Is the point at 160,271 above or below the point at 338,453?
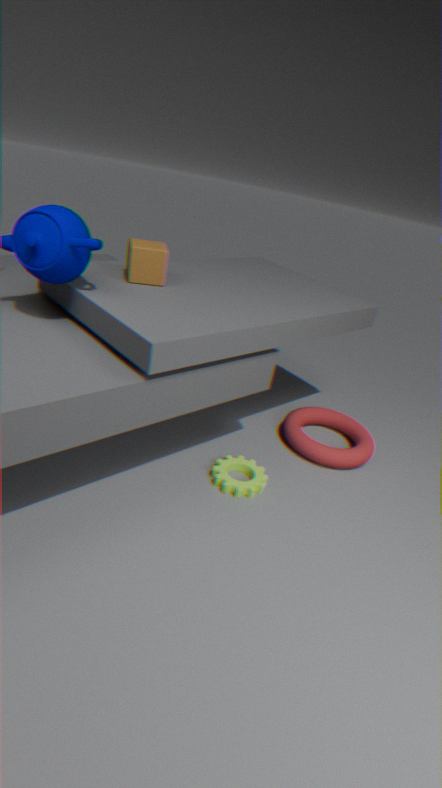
above
